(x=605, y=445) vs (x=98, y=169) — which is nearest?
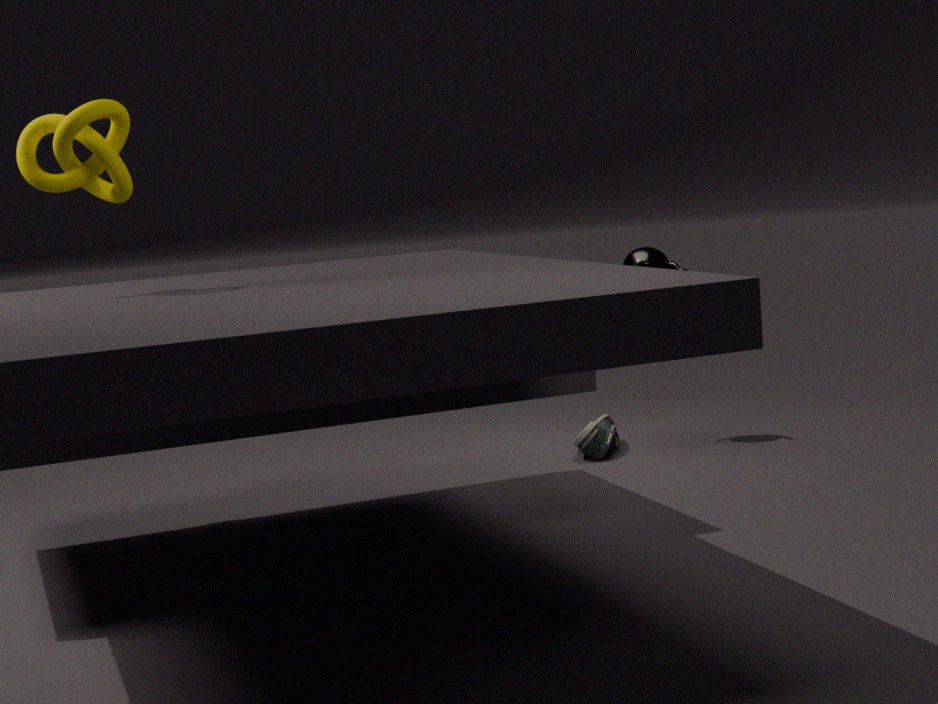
(x=98, y=169)
